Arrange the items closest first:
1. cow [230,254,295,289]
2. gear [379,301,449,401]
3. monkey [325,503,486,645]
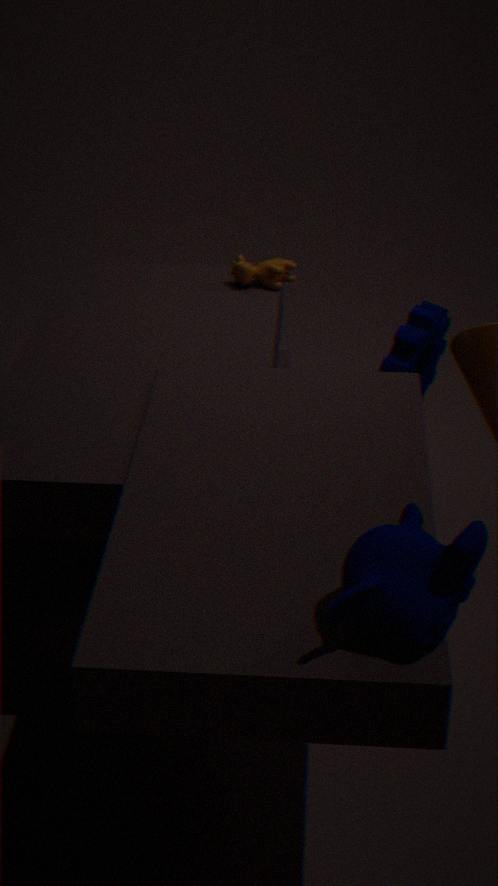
1. monkey [325,503,486,645]
2. gear [379,301,449,401]
3. cow [230,254,295,289]
